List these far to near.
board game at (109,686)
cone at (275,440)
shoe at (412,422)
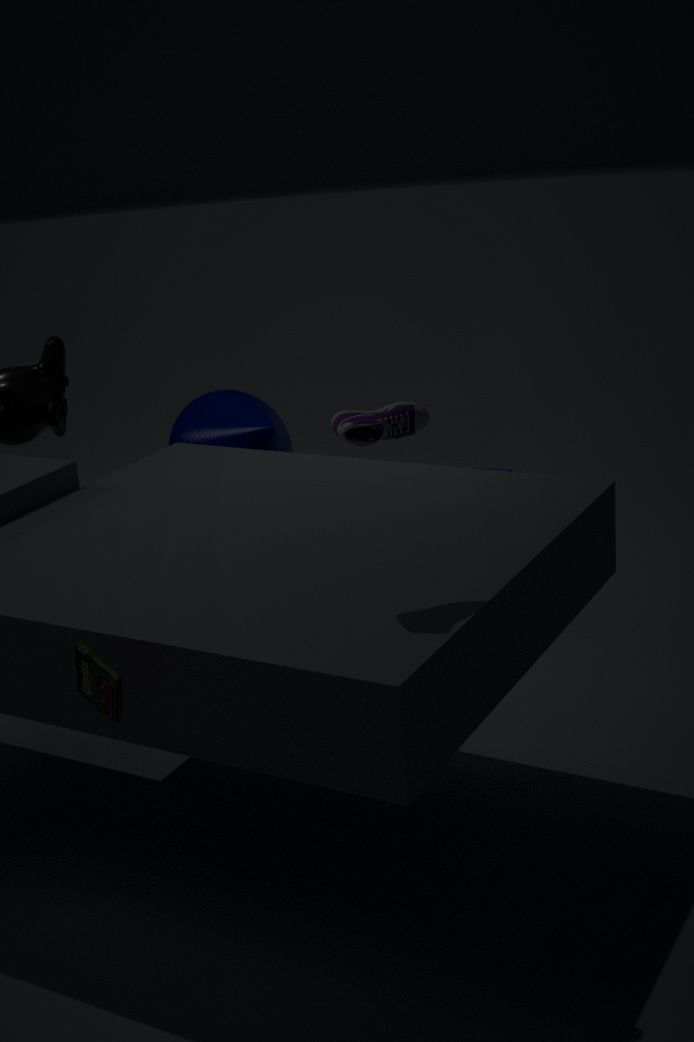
cone at (275,440)
shoe at (412,422)
board game at (109,686)
